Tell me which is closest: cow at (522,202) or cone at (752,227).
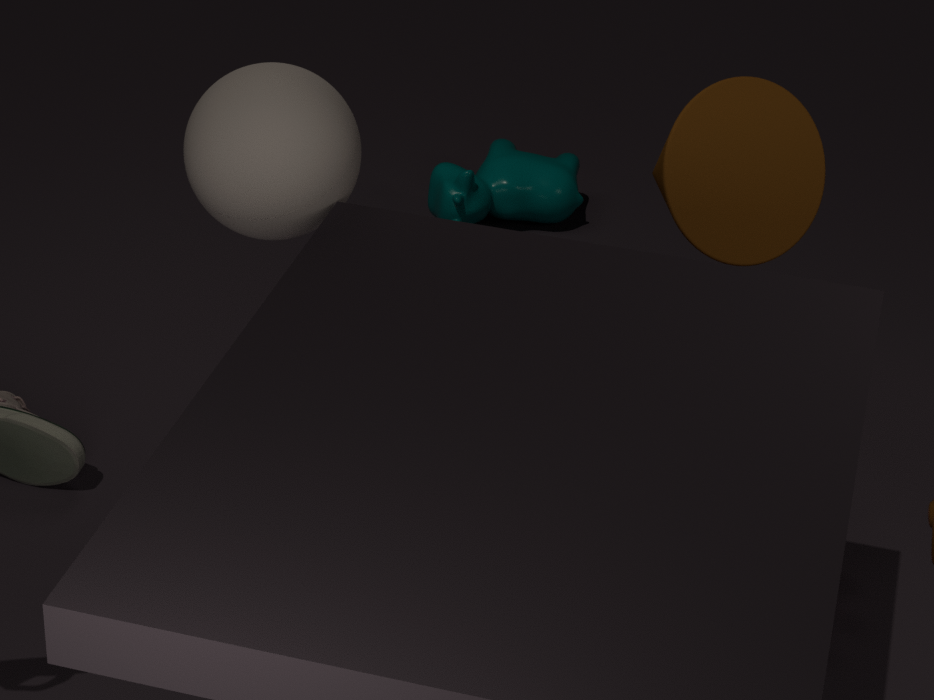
cone at (752,227)
